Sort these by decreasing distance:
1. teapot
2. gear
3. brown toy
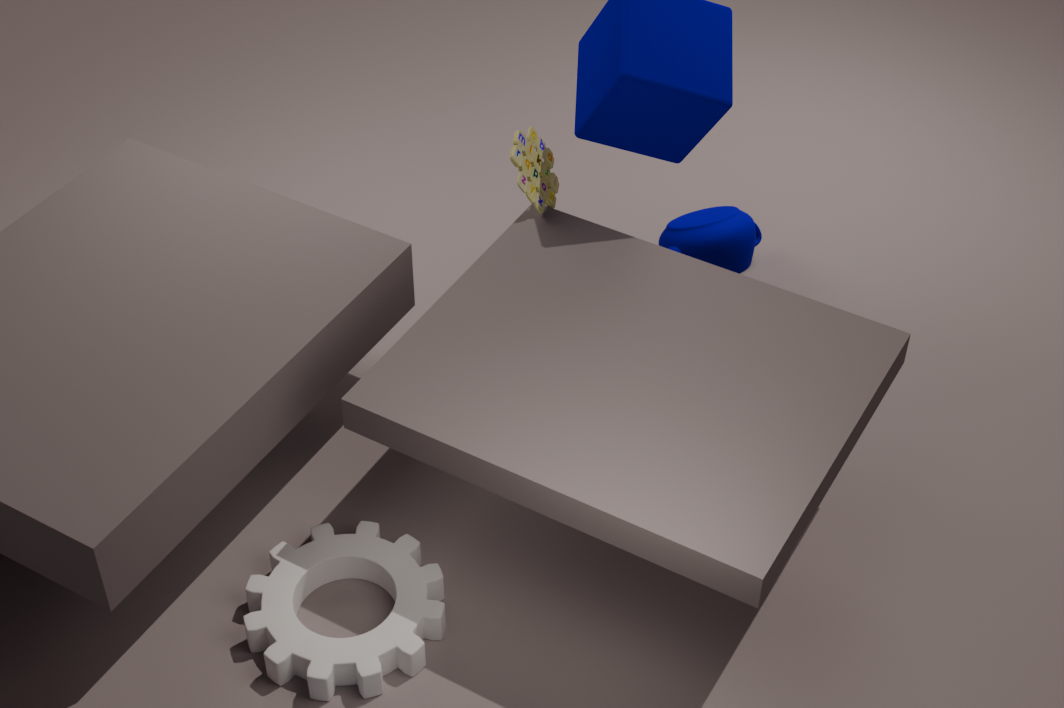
teapot < brown toy < gear
